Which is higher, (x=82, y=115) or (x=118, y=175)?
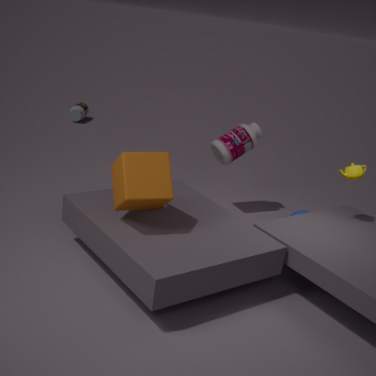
(x=118, y=175)
